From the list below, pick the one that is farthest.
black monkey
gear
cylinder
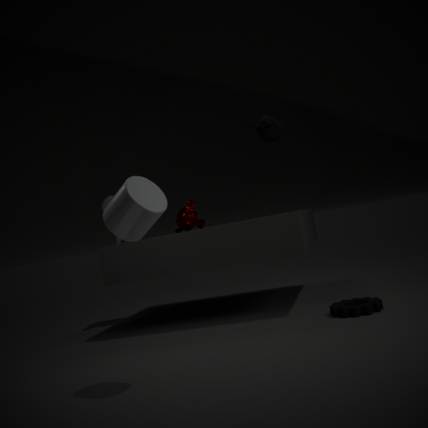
black monkey
